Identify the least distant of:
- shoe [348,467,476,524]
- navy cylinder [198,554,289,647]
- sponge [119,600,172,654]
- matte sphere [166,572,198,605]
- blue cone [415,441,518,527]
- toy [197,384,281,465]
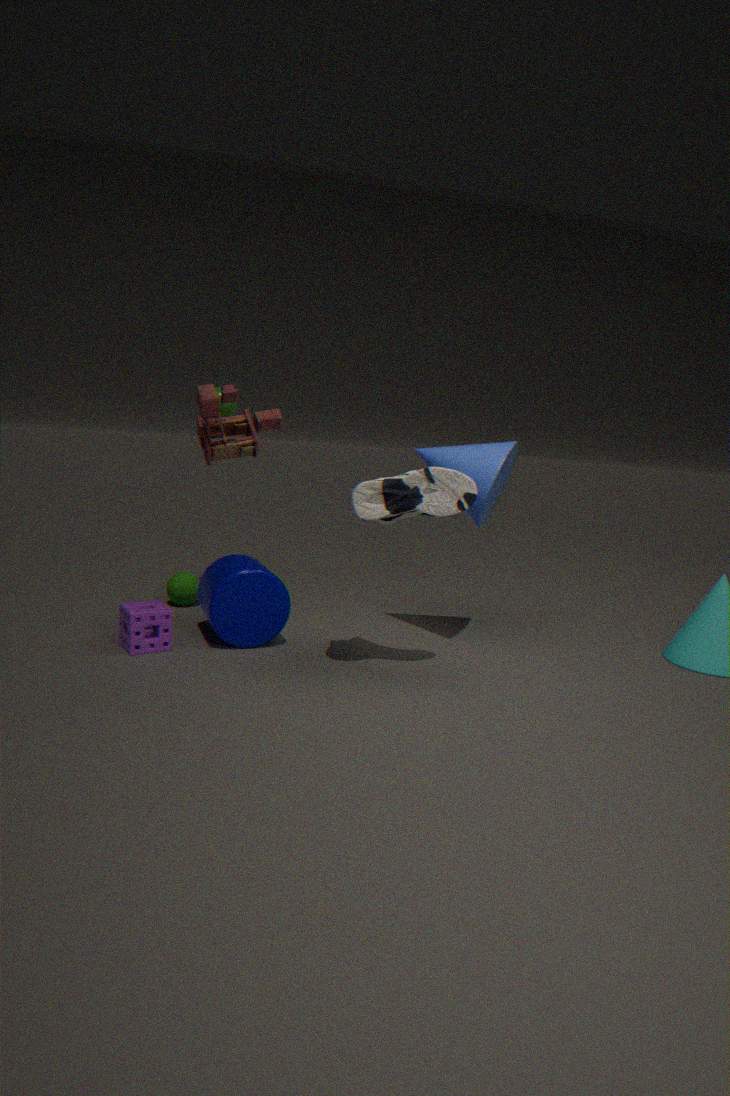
shoe [348,467,476,524]
